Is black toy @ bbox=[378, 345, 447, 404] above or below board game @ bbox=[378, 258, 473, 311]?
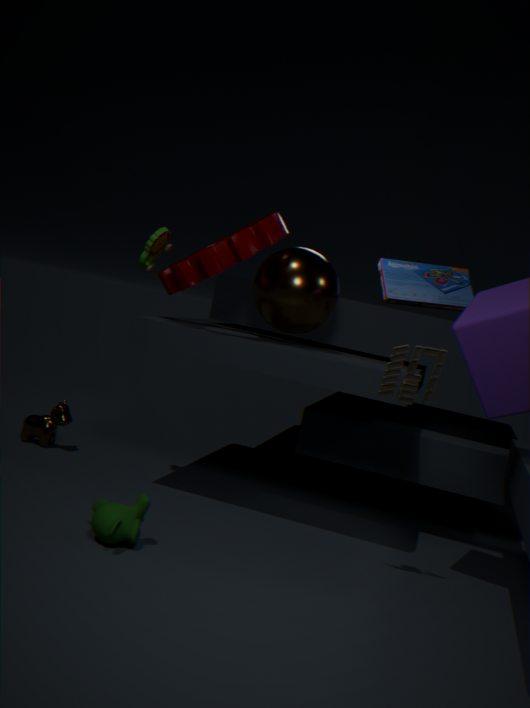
below
